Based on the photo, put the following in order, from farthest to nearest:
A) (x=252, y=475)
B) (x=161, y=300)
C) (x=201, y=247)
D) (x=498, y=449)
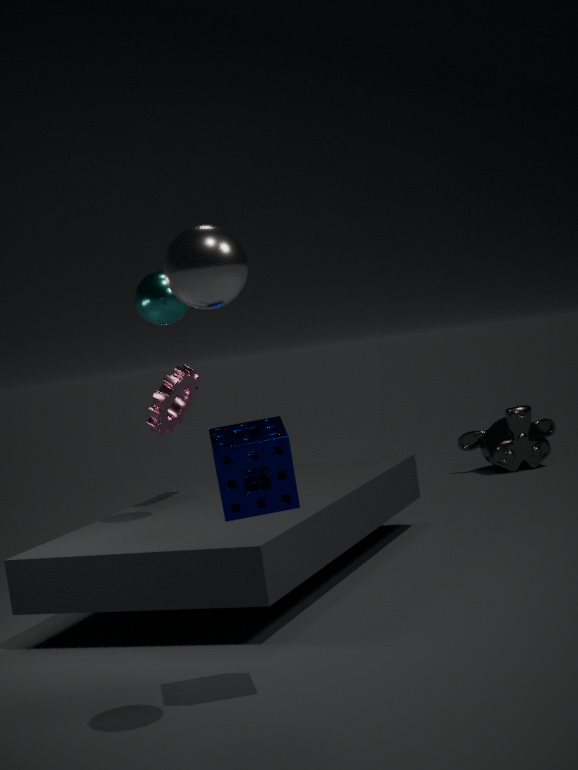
(x=498, y=449) < (x=161, y=300) < (x=252, y=475) < (x=201, y=247)
